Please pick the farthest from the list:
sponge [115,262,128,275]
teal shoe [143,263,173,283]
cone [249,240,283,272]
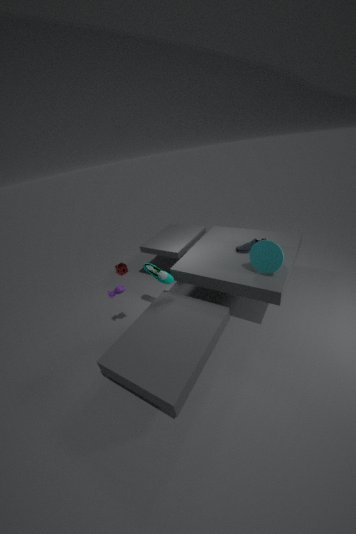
sponge [115,262,128,275]
